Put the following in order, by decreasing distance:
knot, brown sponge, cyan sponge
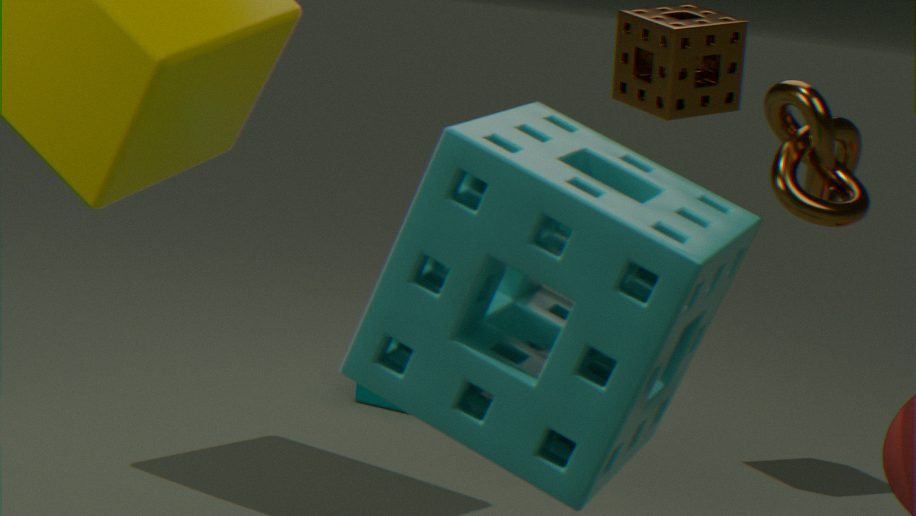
brown sponge
knot
cyan sponge
